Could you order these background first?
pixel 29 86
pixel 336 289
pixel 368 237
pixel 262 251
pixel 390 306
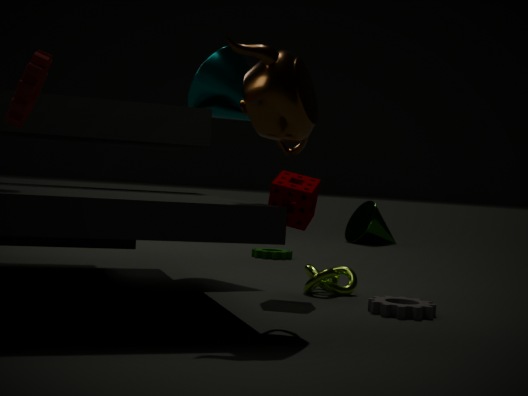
pixel 368 237 → pixel 262 251 → pixel 336 289 → pixel 390 306 → pixel 29 86
